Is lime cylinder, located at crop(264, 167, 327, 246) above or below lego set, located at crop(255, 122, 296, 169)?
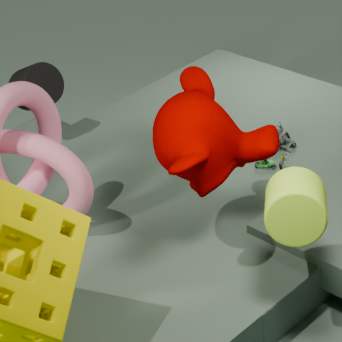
above
